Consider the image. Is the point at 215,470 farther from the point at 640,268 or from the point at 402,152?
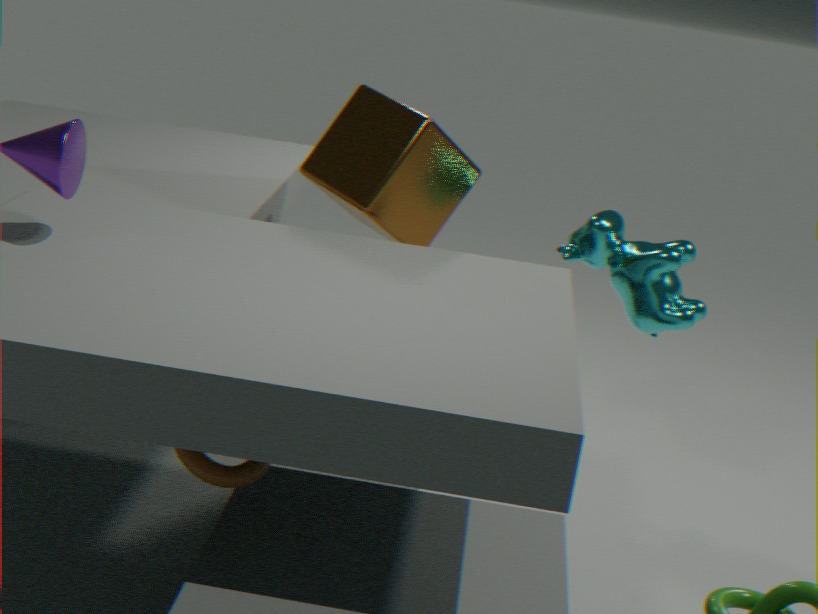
the point at 640,268
